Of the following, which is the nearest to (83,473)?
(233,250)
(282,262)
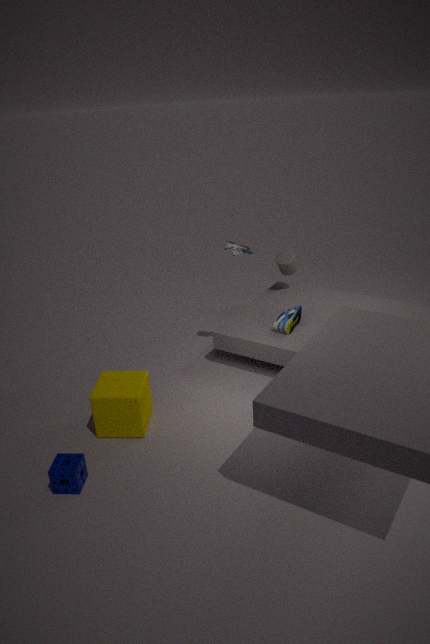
(233,250)
